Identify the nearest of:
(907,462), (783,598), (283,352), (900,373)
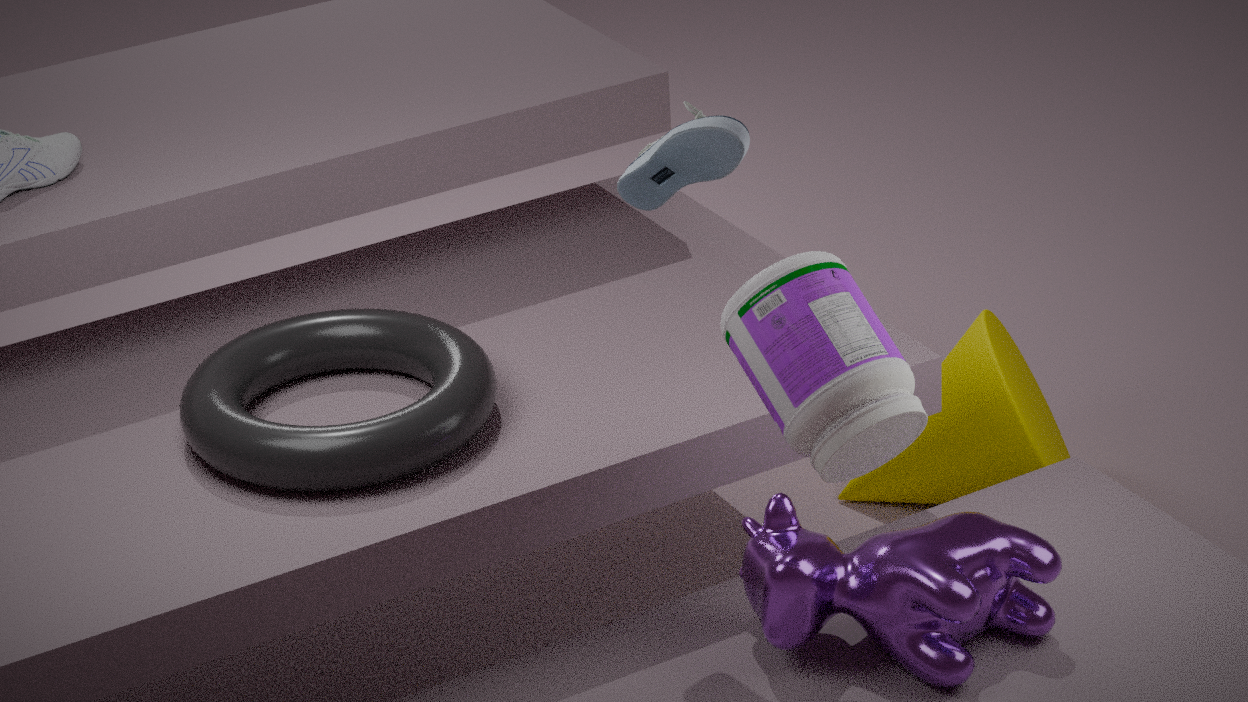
(900,373)
